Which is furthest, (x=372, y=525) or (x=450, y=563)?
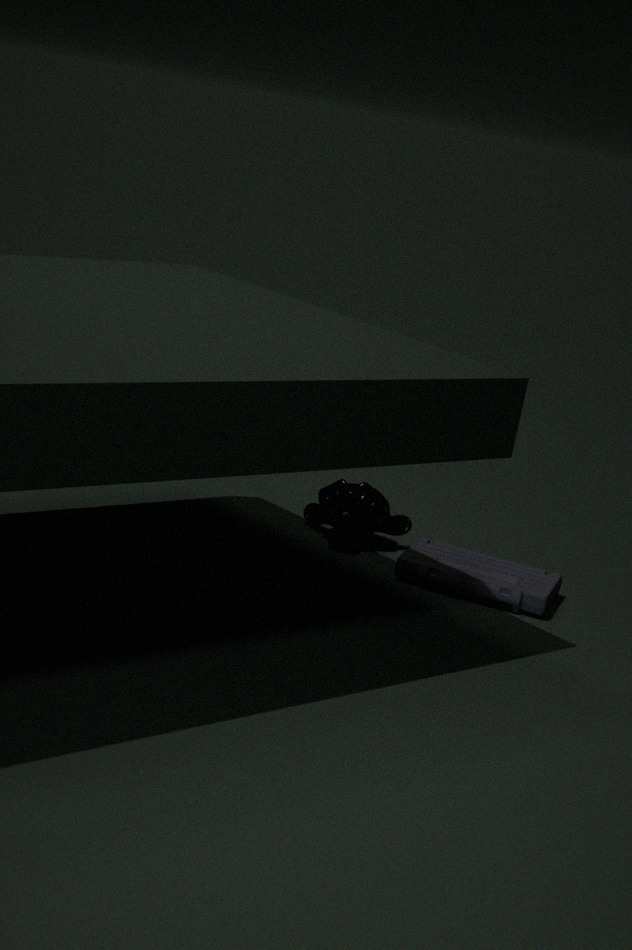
(x=372, y=525)
